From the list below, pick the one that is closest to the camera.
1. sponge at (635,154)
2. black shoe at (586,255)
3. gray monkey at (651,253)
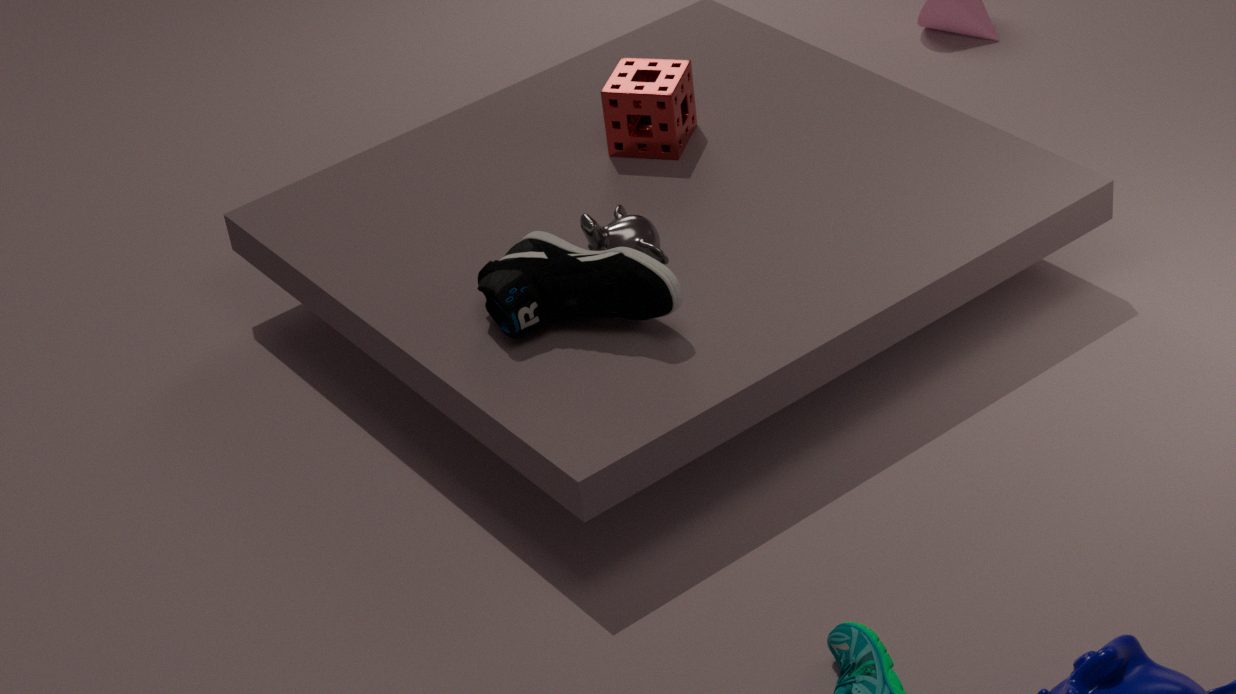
black shoe at (586,255)
